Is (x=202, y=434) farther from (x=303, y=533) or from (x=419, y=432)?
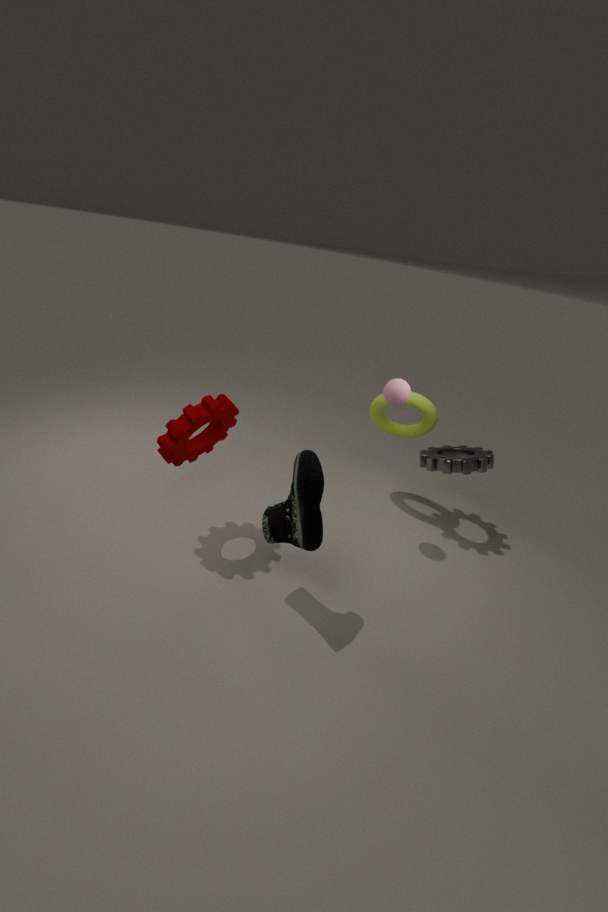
(x=419, y=432)
